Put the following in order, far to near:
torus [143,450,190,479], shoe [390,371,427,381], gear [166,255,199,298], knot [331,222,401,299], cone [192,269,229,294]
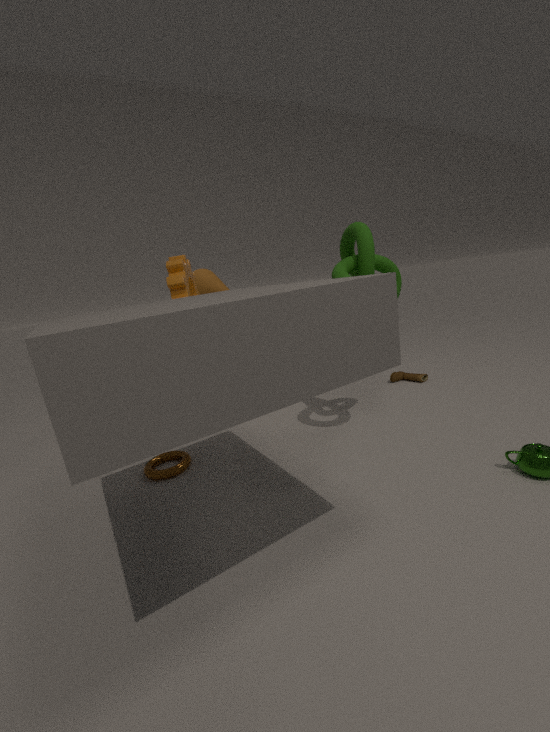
cone [192,269,229,294], shoe [390,371,427,381], gear [166,255,199,298], torus [143,450,190,479], knot [331,222,401,299]
